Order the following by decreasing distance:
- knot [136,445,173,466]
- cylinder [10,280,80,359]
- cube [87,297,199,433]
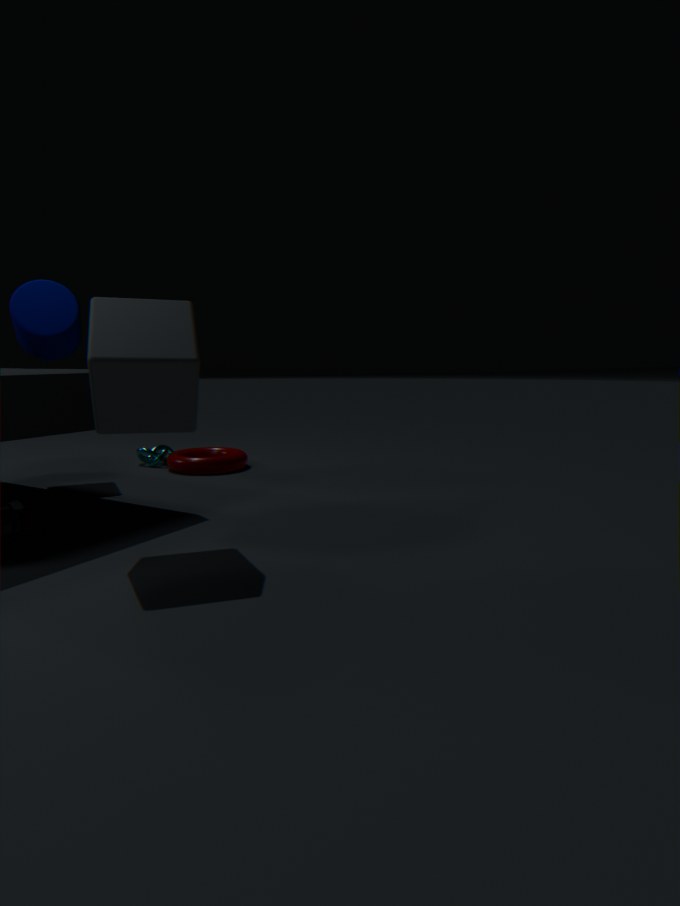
knot [136,445,173,466] → cylinder [10,280,80,359] → cube [87,297,199,433]
